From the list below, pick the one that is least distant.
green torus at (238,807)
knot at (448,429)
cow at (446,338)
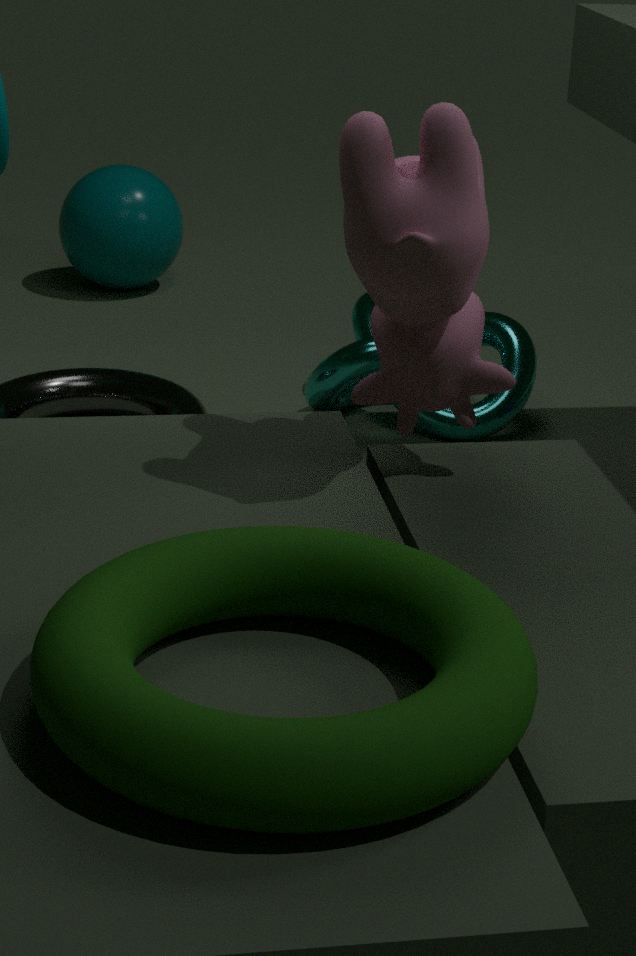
green torus at (238,807)
